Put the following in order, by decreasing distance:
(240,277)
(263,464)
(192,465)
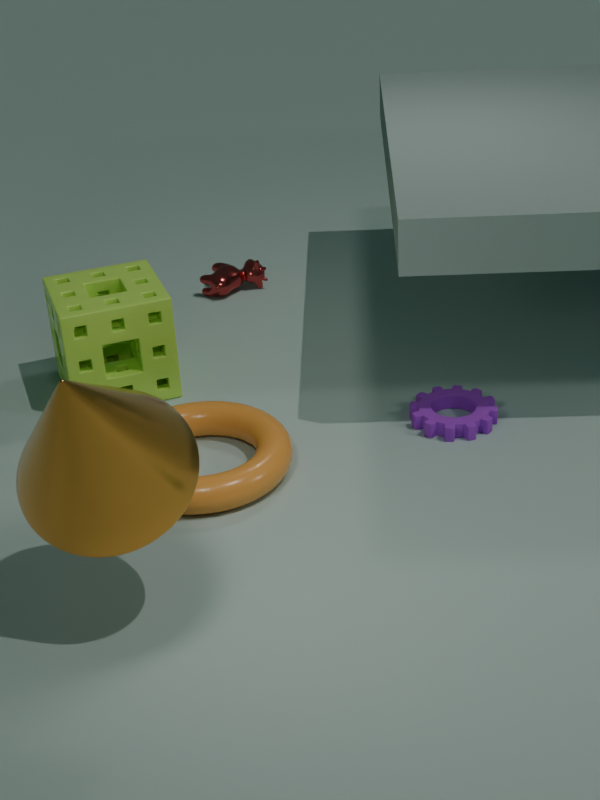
1. (240,277)
2. (263,464)
3. (192,465)
